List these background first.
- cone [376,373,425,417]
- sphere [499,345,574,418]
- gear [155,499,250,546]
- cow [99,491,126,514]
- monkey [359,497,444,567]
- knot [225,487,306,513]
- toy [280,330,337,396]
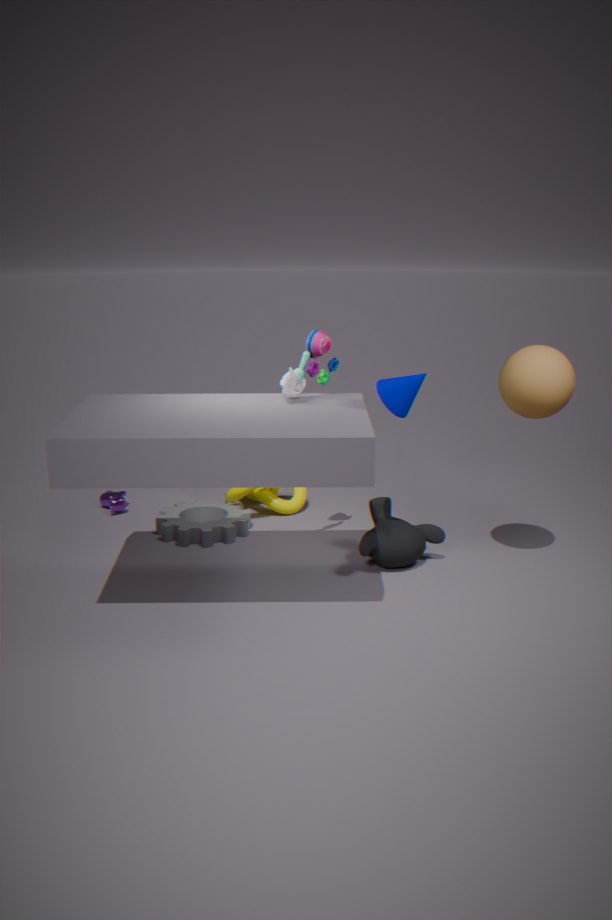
cow [99,491,126,514] < knot [225,487,306,513] < gear [155,499,250,546] < monkey [359,497,444,567] < toy [280,330,337,396] < sphere [499,345,574,418] < cone [376,373,425,417]
